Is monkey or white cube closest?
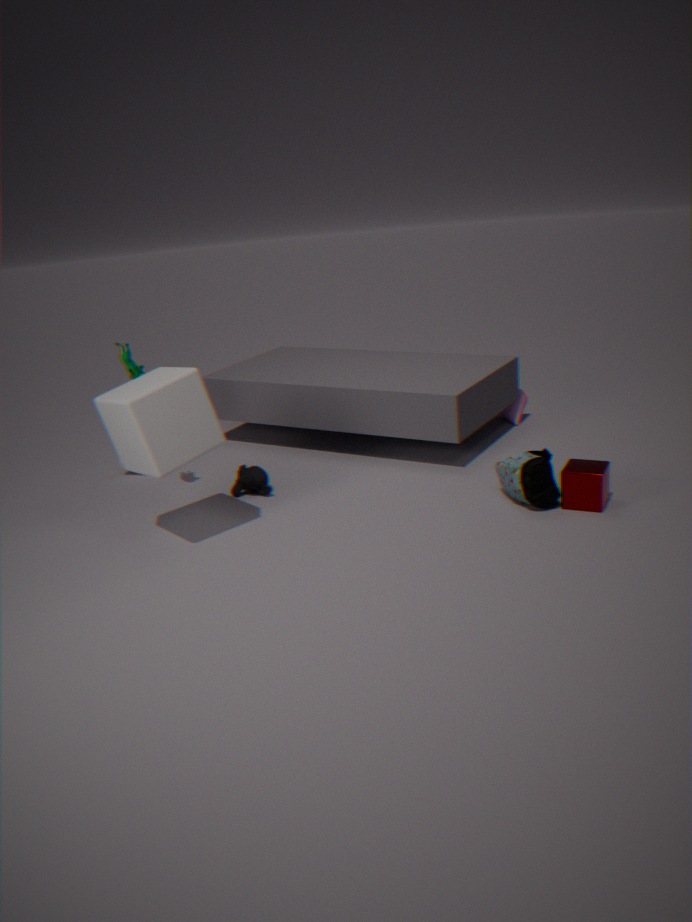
white cube
